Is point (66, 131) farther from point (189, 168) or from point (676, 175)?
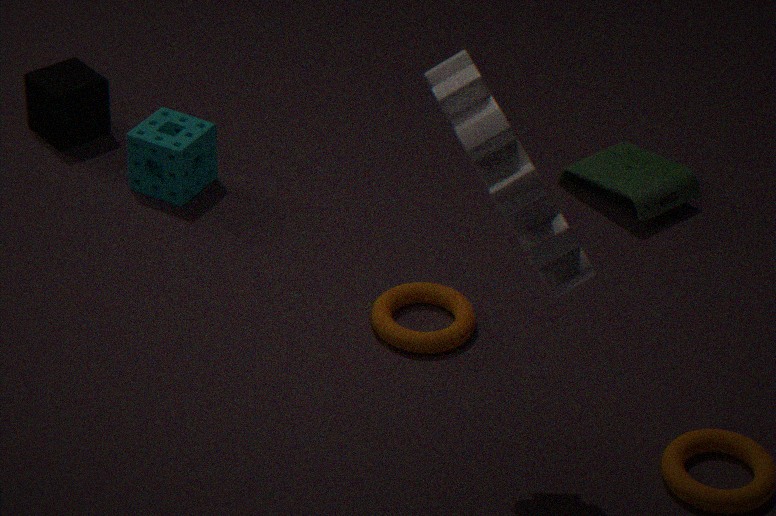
point (676, 175)
